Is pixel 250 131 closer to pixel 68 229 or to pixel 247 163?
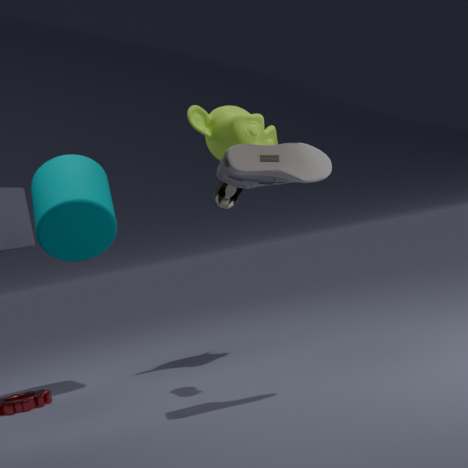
pixel 68 229
